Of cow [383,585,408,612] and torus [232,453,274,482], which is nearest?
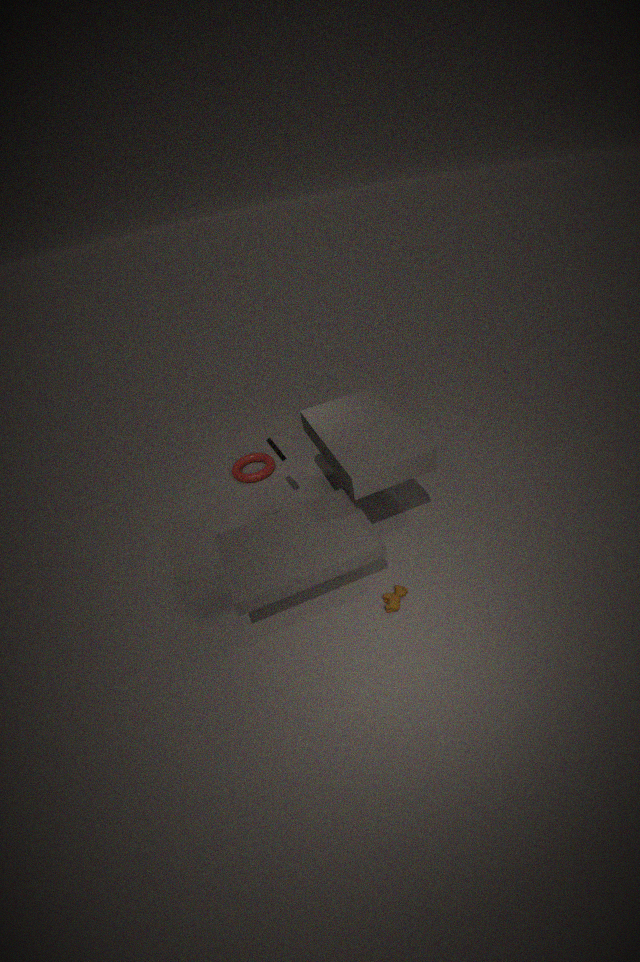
cow [383,585,408,612]
